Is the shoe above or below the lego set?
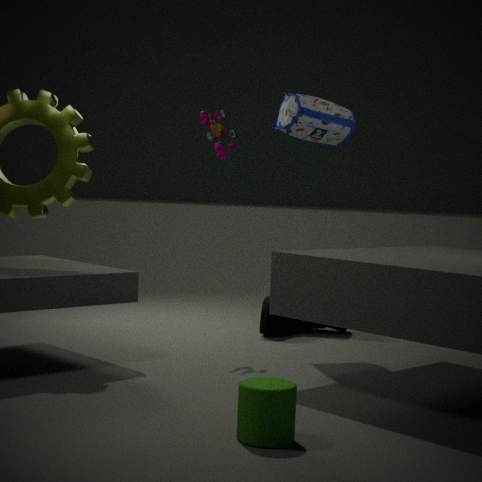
below
